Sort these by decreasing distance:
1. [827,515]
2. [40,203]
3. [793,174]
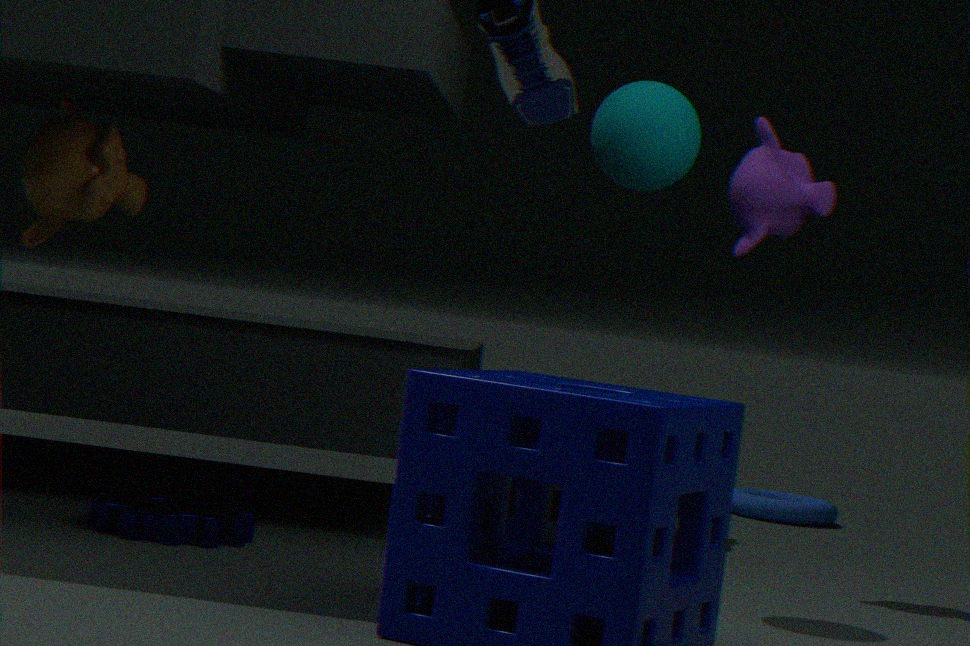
[827,515], [793,174], [40,203]
